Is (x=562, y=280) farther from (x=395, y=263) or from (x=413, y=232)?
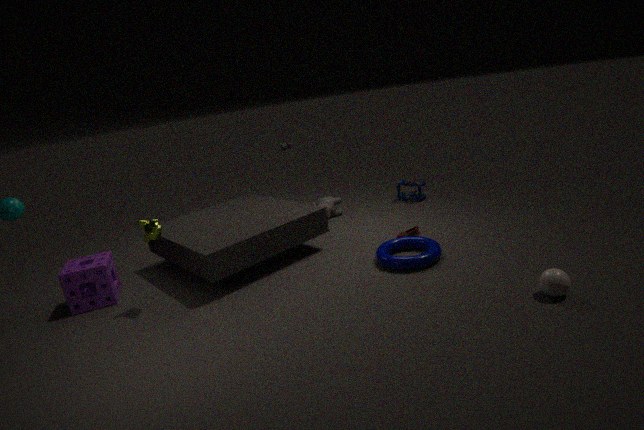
(x=413, y=232)
